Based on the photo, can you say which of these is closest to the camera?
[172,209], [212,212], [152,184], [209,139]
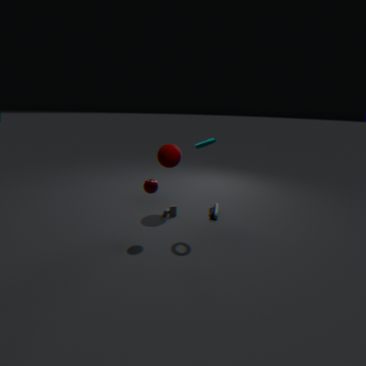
[152,184]
